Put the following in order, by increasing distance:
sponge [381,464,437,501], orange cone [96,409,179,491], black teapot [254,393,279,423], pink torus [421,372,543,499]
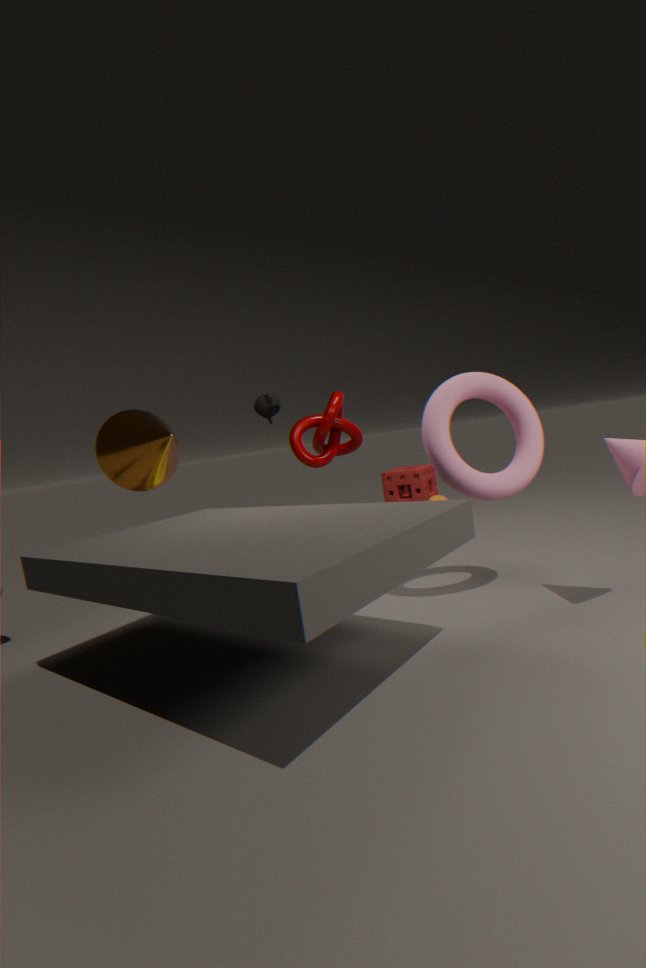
pink torus [421,372,543,499] → orange cone [96,409,179,491] → black teapot [254,393,279,423] → sponge [381,464,437,501]
